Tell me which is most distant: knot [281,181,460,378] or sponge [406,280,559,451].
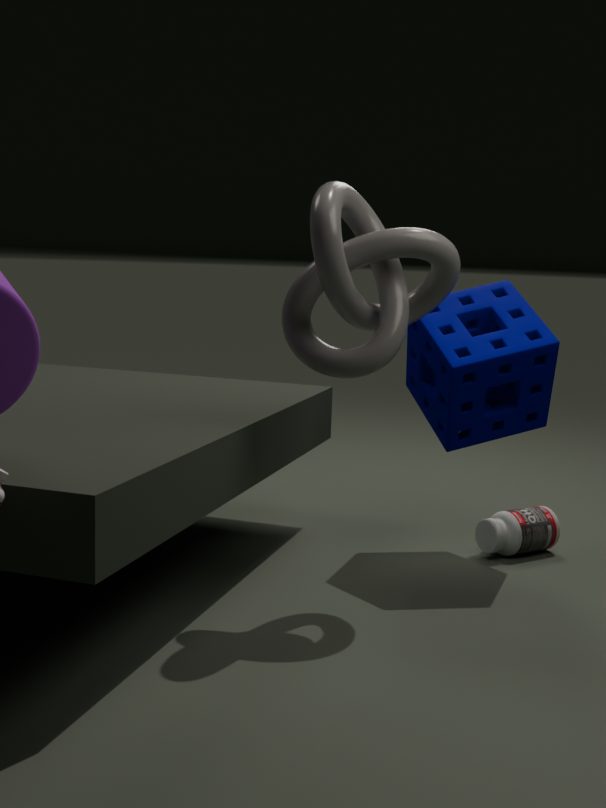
sponge [406,280,559,451]
